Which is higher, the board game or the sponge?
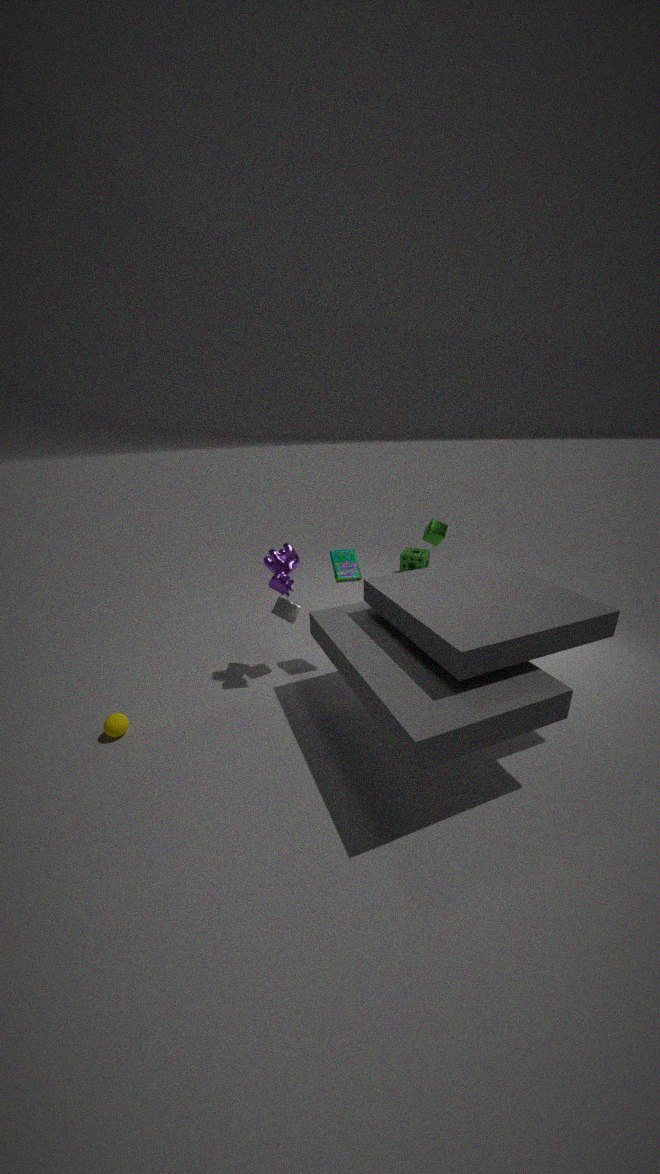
the board game
